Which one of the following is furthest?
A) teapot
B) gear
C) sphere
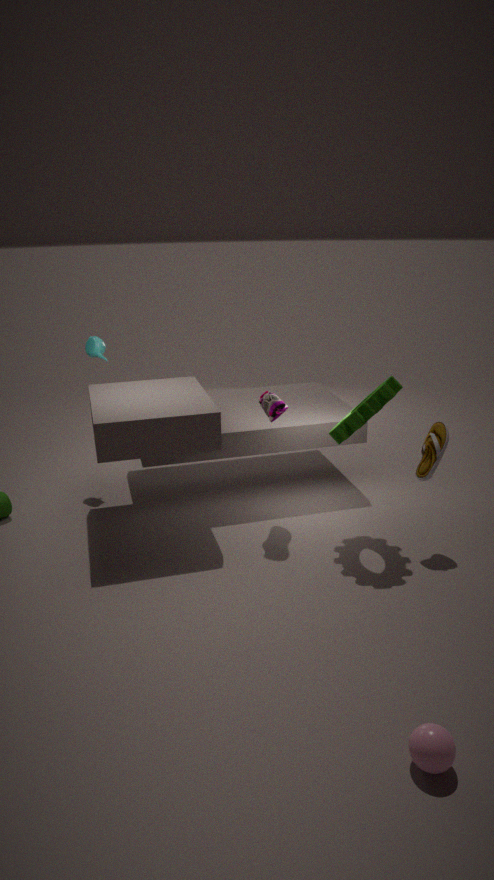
teapot
